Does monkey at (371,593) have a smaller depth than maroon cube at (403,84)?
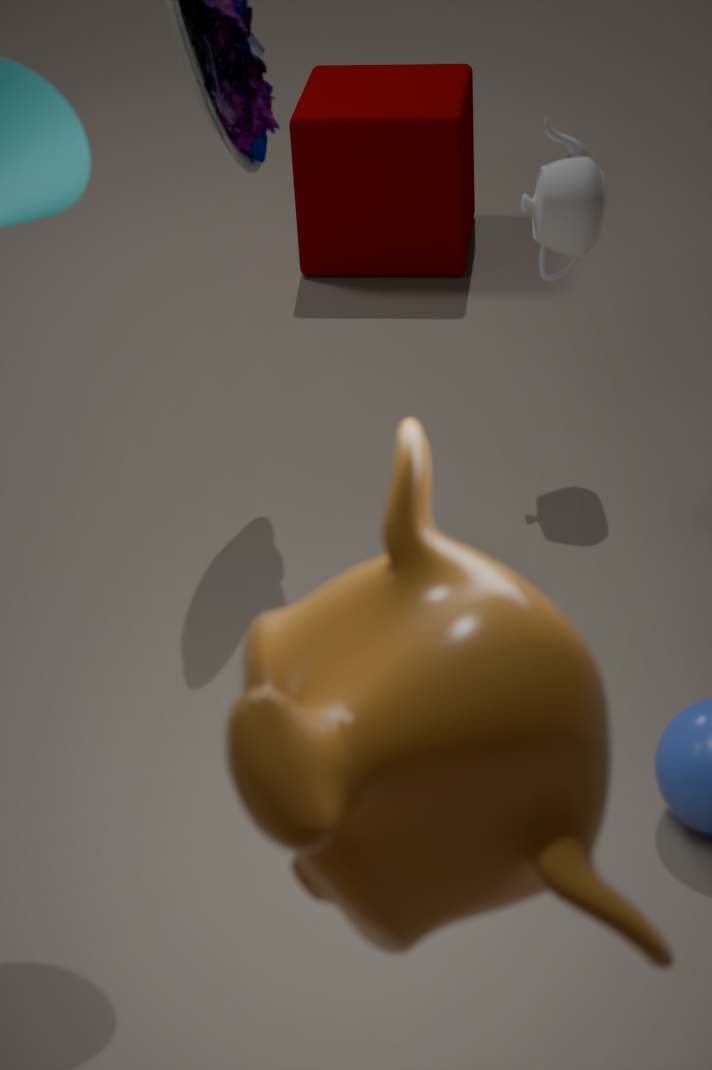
Yes
